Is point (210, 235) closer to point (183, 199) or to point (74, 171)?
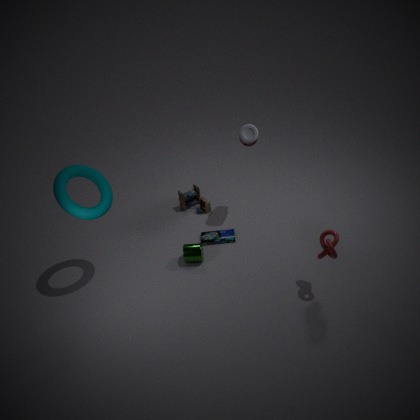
point (183, 199)
